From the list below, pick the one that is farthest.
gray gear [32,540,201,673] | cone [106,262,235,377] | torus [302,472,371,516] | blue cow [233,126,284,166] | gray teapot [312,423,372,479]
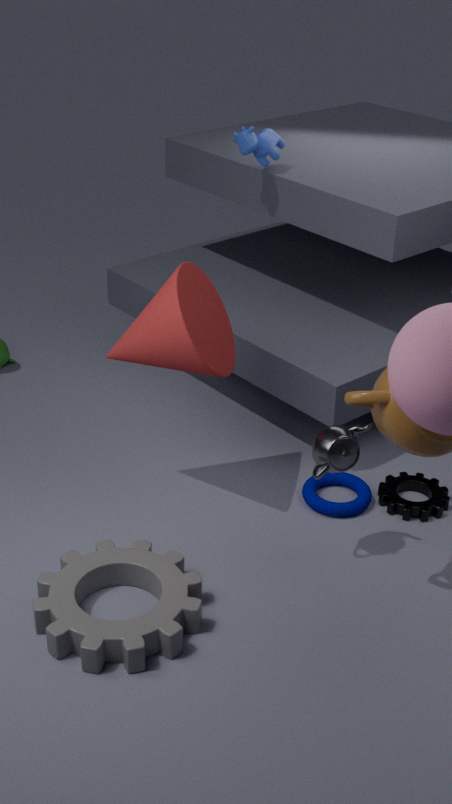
blue cow [233,126,284,166]
